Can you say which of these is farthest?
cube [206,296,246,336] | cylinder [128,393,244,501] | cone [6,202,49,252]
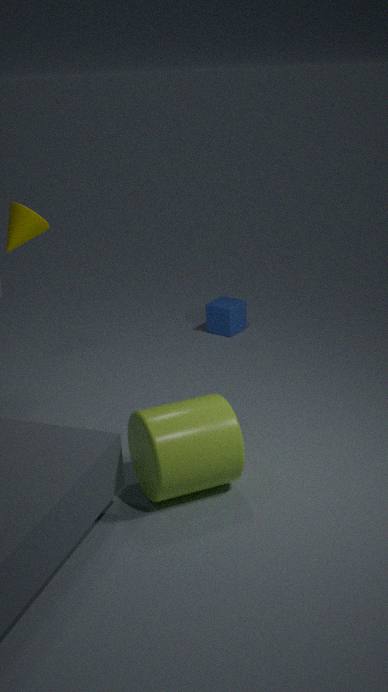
cube [206,296,246,336]
